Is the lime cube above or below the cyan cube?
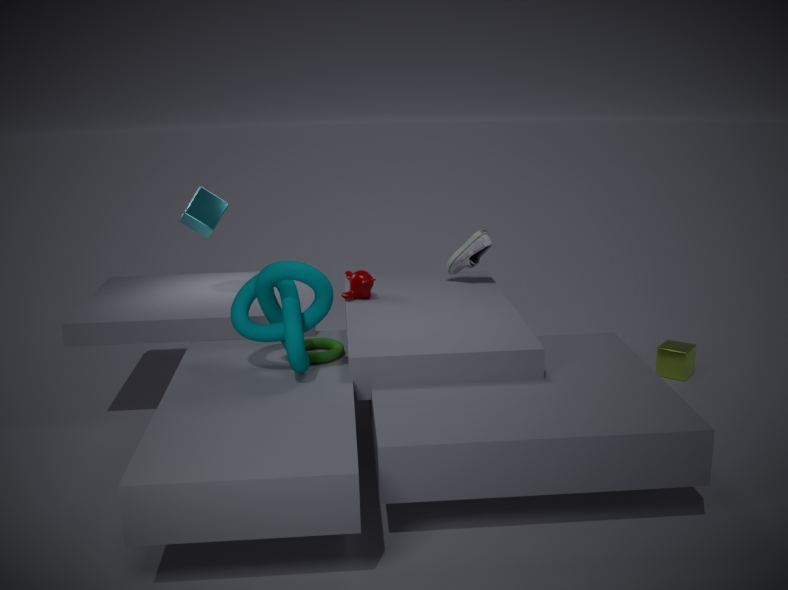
below
